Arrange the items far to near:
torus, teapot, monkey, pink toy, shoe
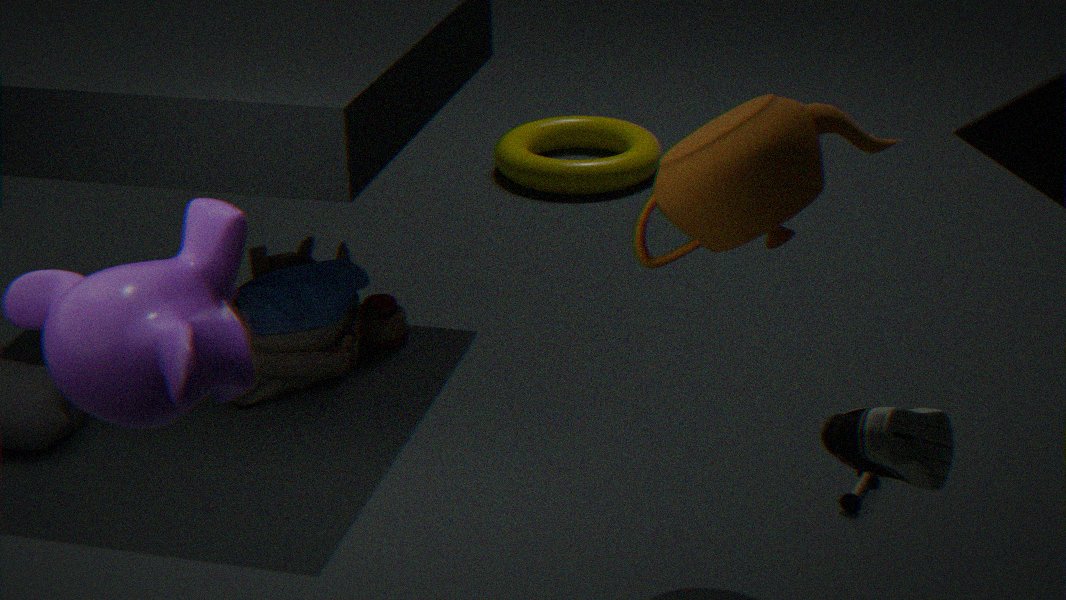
torus < pink toy < teapot < monkey < shoe
